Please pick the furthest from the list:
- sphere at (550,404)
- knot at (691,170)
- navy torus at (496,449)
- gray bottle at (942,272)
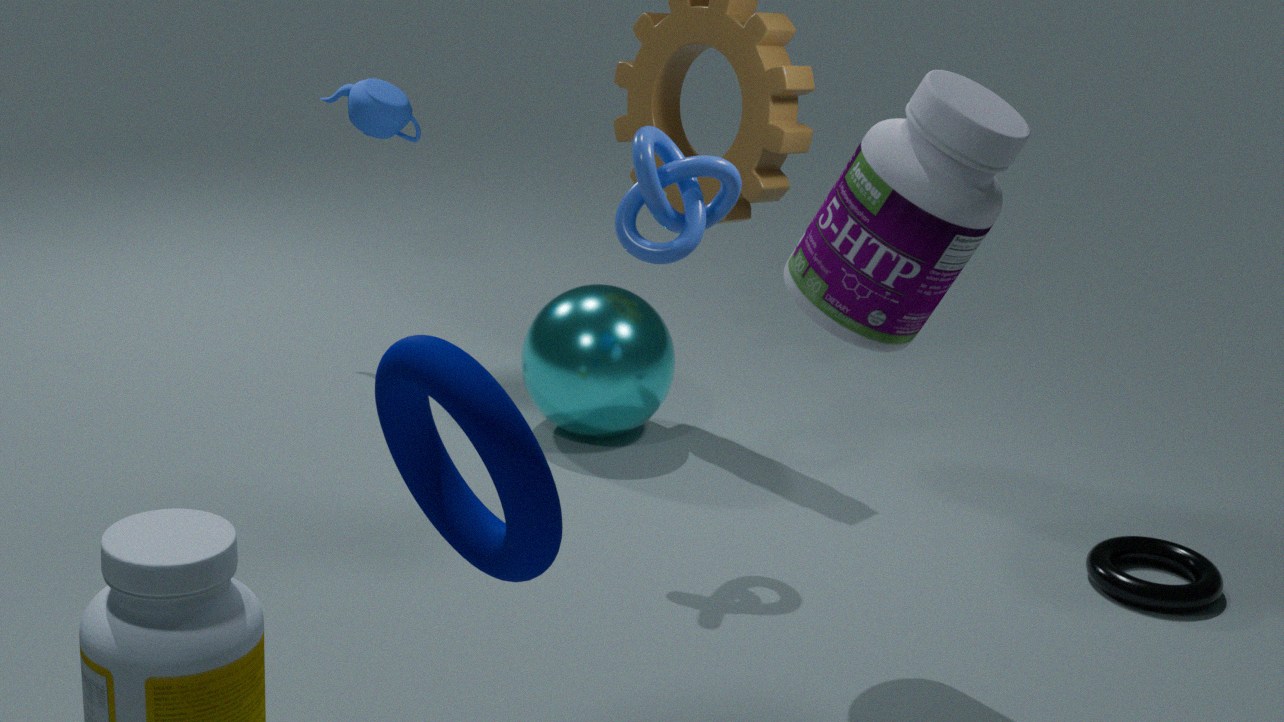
sphere at (550,404)
